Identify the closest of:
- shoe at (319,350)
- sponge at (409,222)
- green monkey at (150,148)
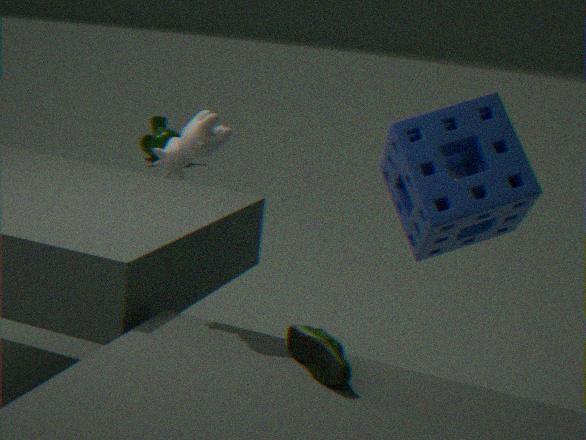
shoe at (319,350)
